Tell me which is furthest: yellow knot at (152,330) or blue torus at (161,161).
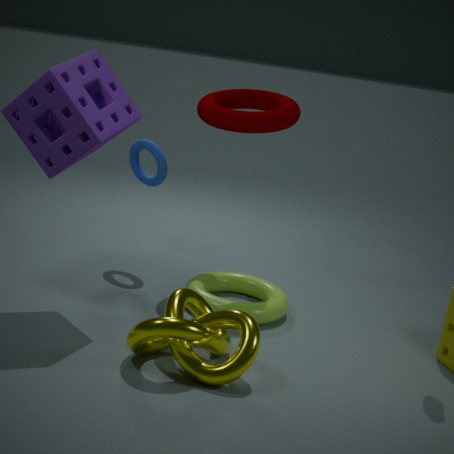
blue torus at (161,161)
